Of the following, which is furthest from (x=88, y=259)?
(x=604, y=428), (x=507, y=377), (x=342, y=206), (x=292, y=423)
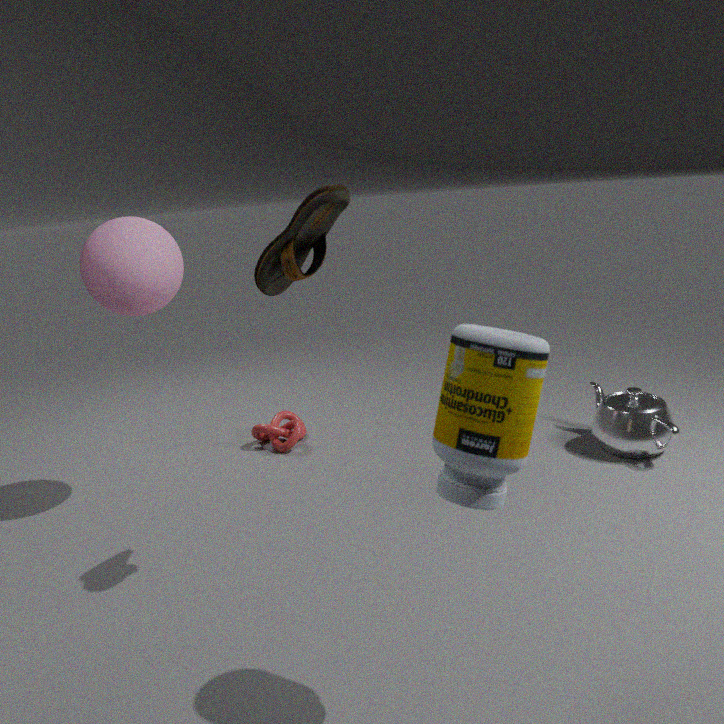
(x=604, y=428)
